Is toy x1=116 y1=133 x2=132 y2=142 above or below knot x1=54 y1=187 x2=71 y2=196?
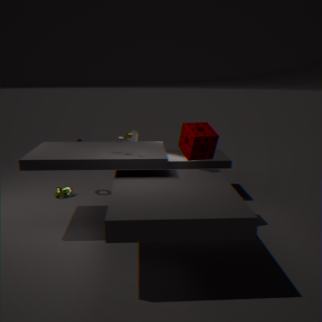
above
